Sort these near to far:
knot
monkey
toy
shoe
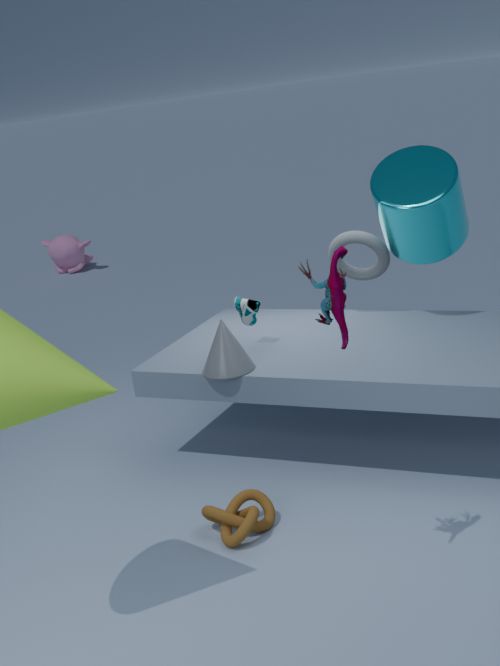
toy < knot < shoe < monkey
